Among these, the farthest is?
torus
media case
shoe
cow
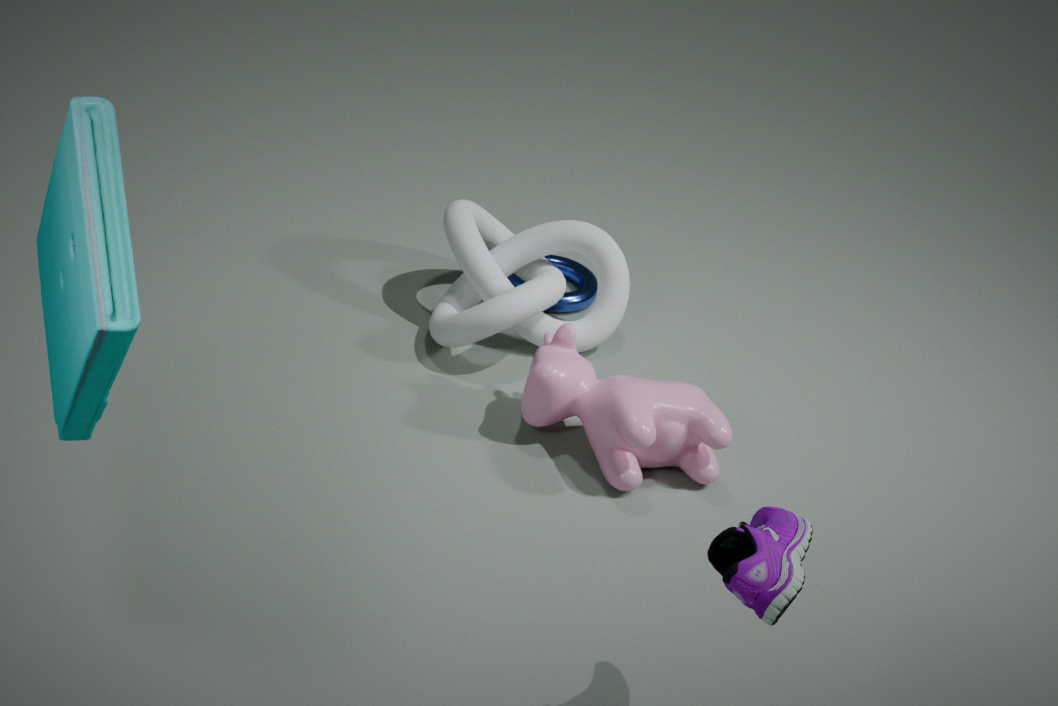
torus
